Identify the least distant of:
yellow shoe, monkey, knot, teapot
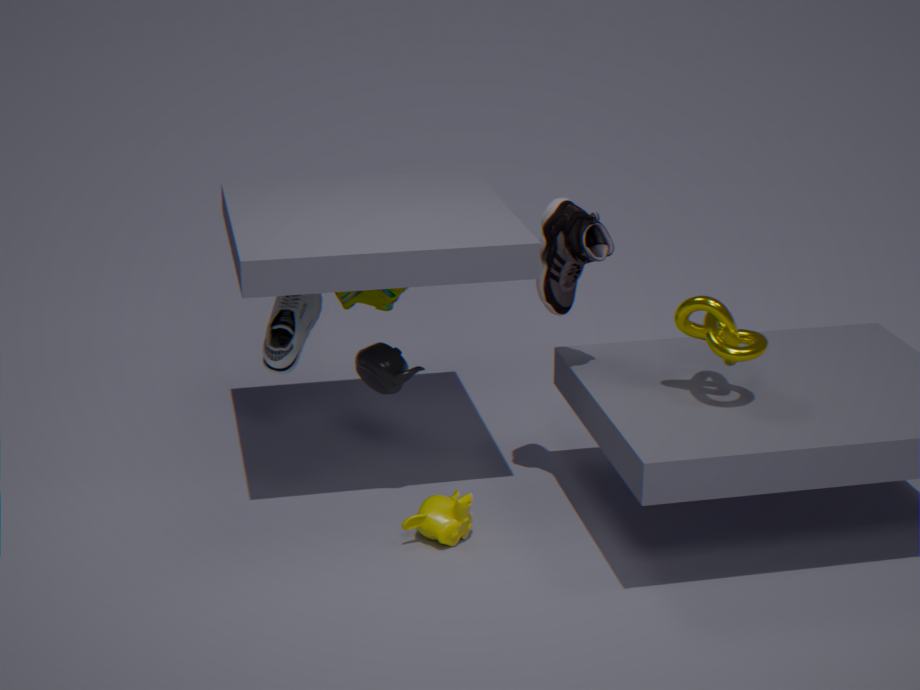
knot
